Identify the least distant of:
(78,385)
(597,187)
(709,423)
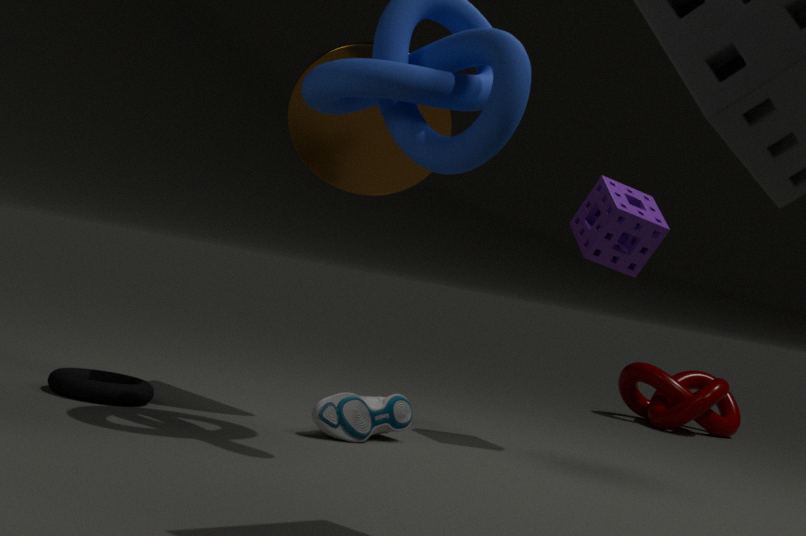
(78,385)
